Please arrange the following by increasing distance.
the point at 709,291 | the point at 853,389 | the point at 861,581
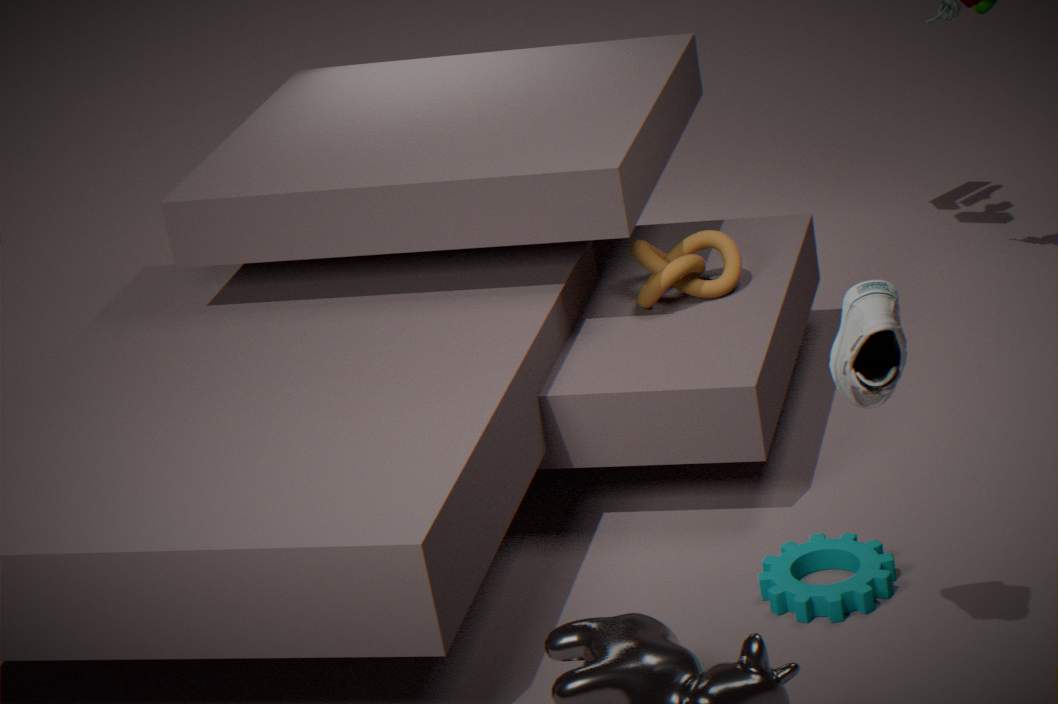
the point at 853,389, the point at 861,581, the point at 709,291
